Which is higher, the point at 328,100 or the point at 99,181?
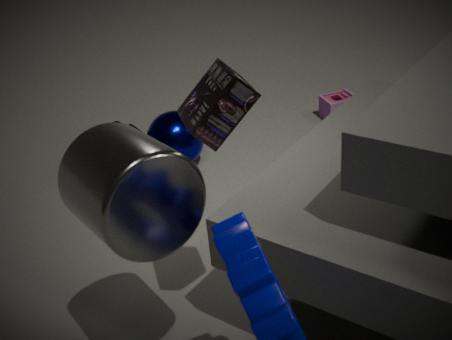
the point at 99,181
